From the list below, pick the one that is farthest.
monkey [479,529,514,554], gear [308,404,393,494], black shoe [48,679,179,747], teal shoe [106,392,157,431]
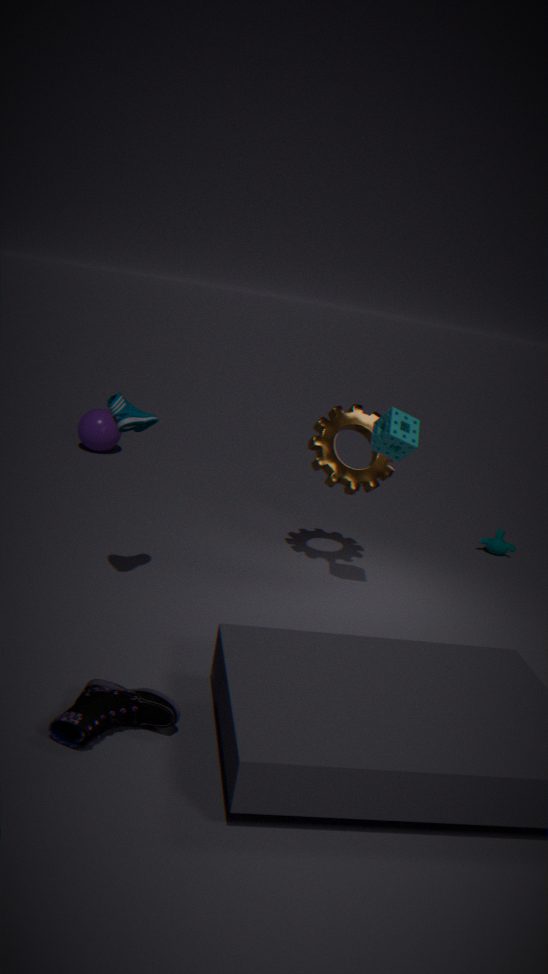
monkey [479,529,514,554]
